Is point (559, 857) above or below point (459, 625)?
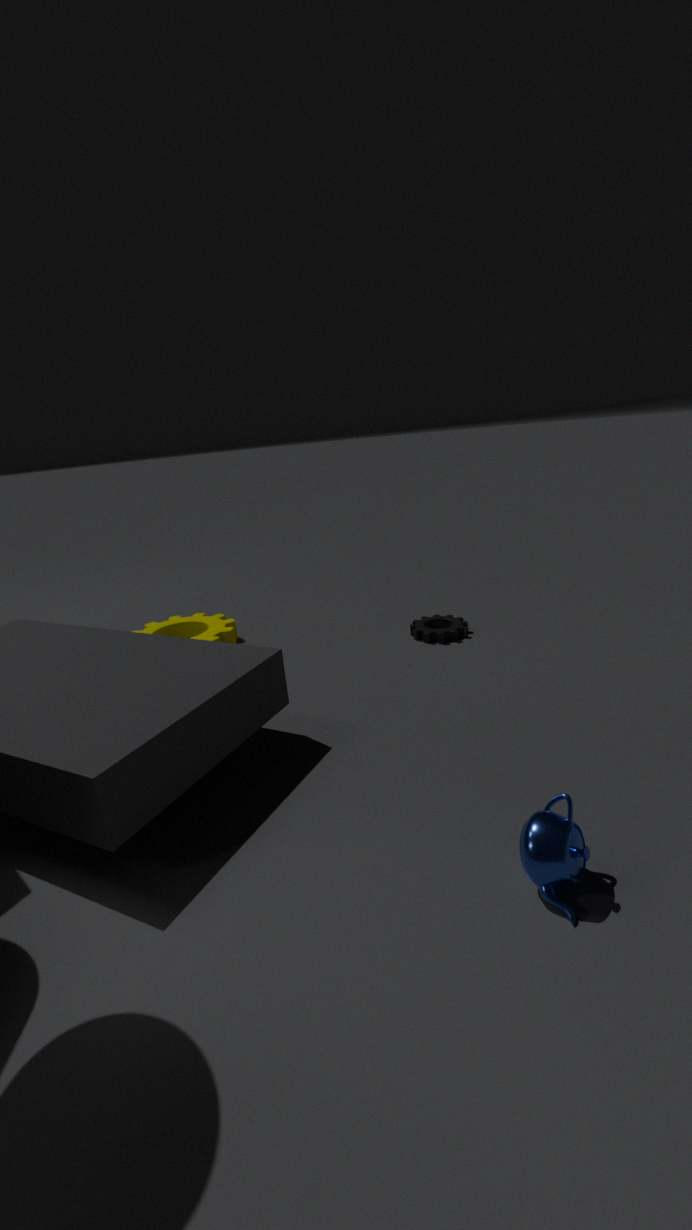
above
